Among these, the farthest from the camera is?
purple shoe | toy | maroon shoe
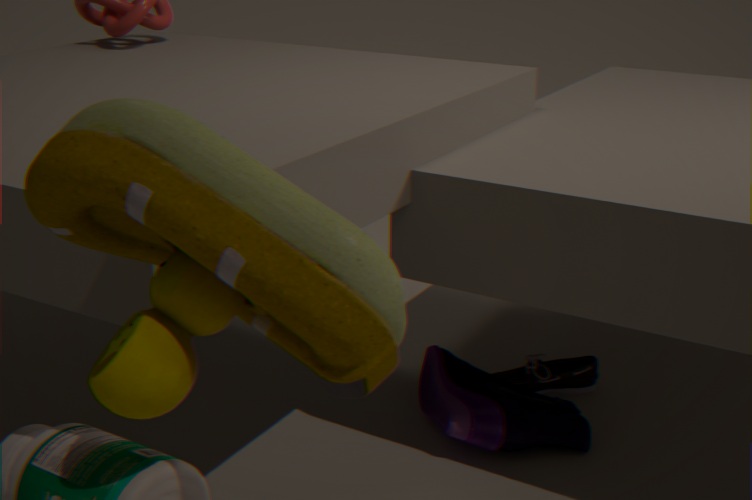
maroon shoe
